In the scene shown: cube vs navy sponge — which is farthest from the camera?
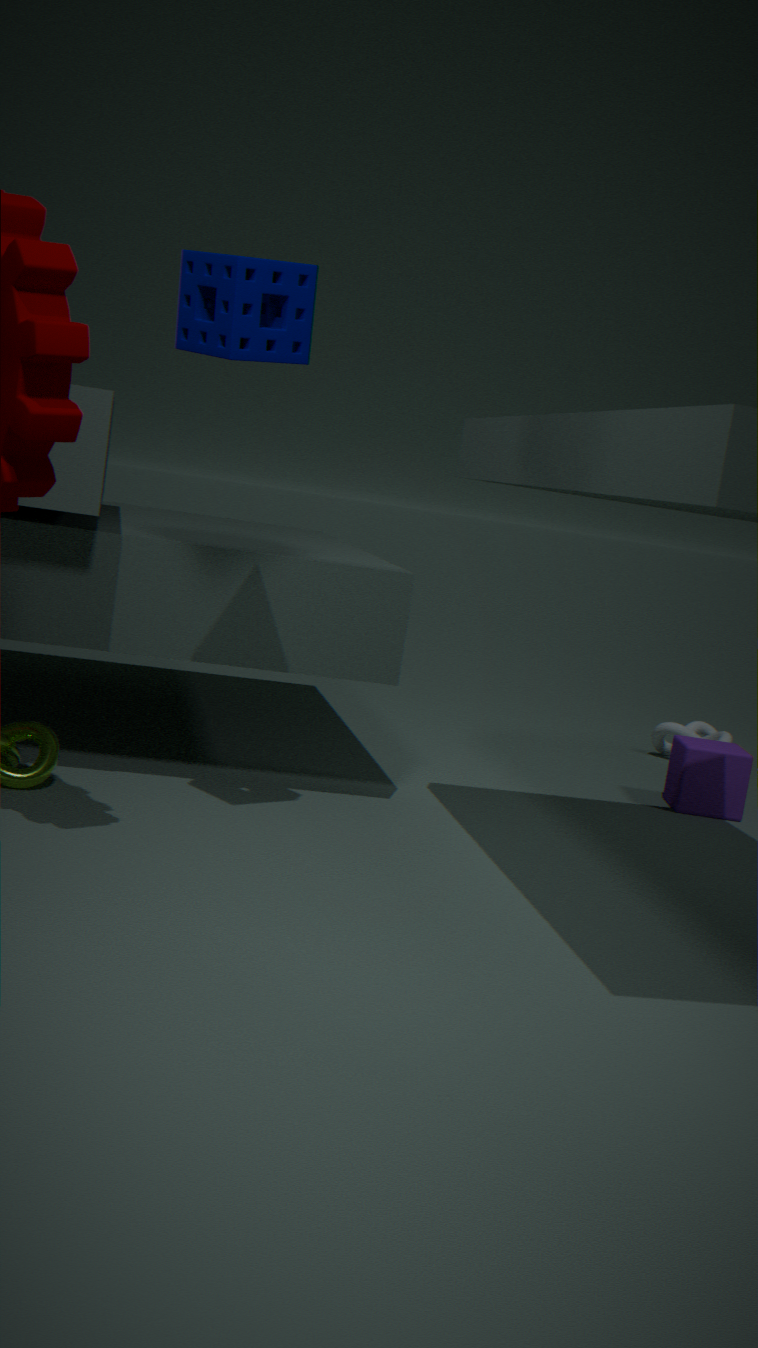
cube
